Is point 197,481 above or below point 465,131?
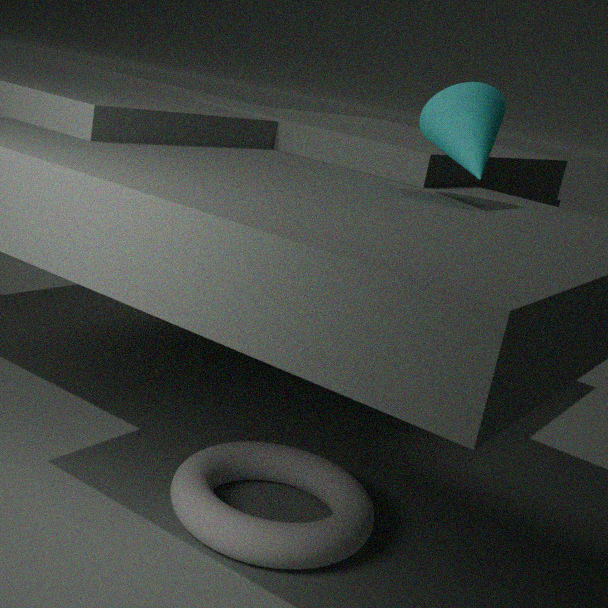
below
